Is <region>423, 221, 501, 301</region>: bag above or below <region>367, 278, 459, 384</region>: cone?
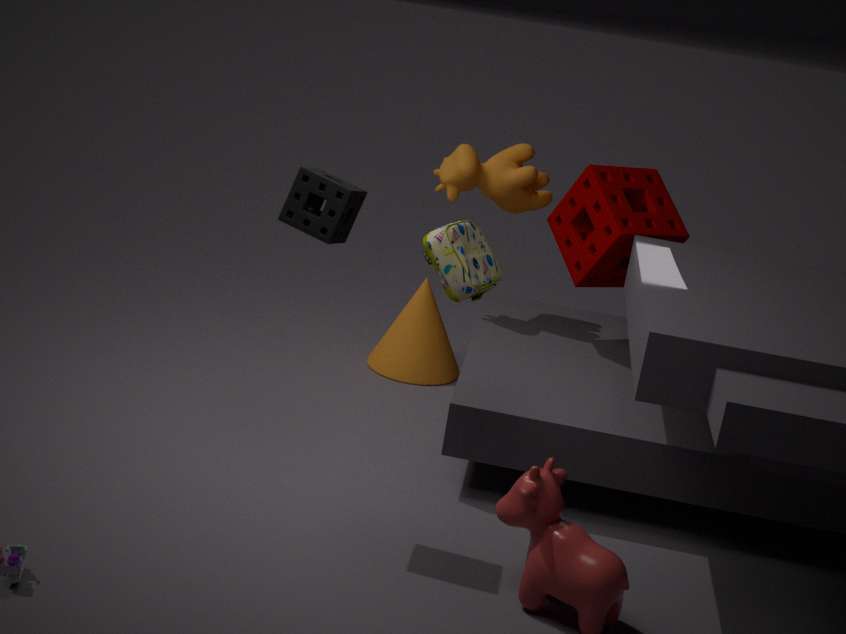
above
